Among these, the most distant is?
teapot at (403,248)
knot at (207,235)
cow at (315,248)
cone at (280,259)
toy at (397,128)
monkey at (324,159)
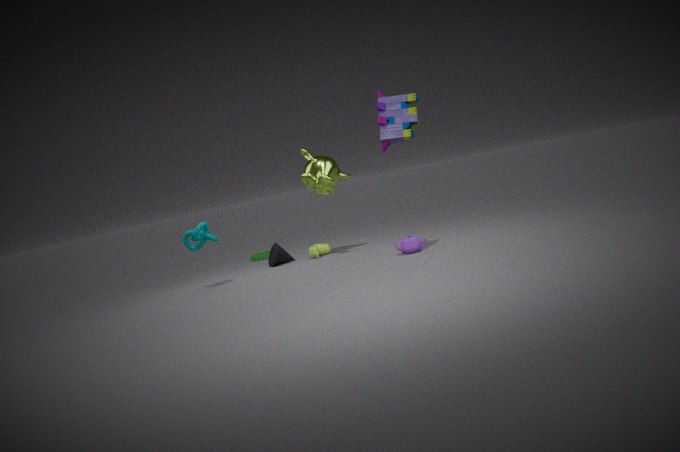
cone at (280,259)
